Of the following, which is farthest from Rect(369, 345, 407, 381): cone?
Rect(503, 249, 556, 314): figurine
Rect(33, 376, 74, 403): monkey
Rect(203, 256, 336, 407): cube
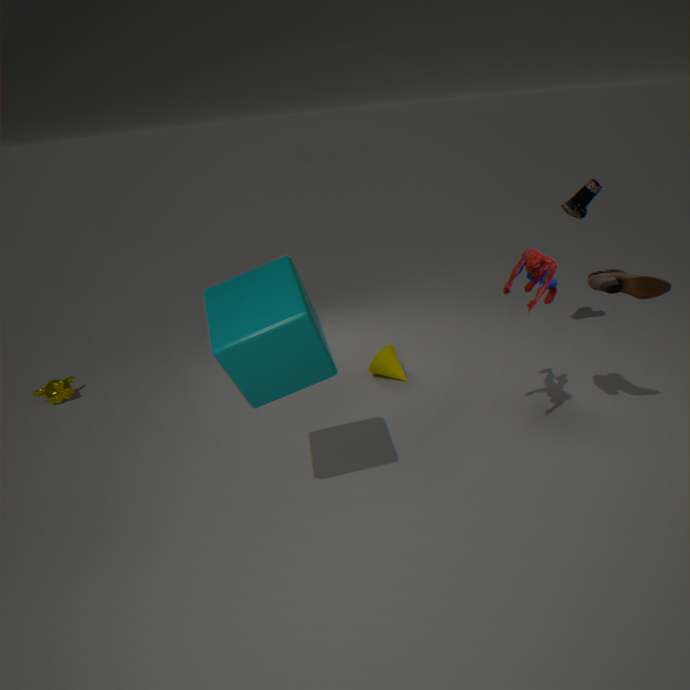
Rect(33, 376, 74, 403): monkey
